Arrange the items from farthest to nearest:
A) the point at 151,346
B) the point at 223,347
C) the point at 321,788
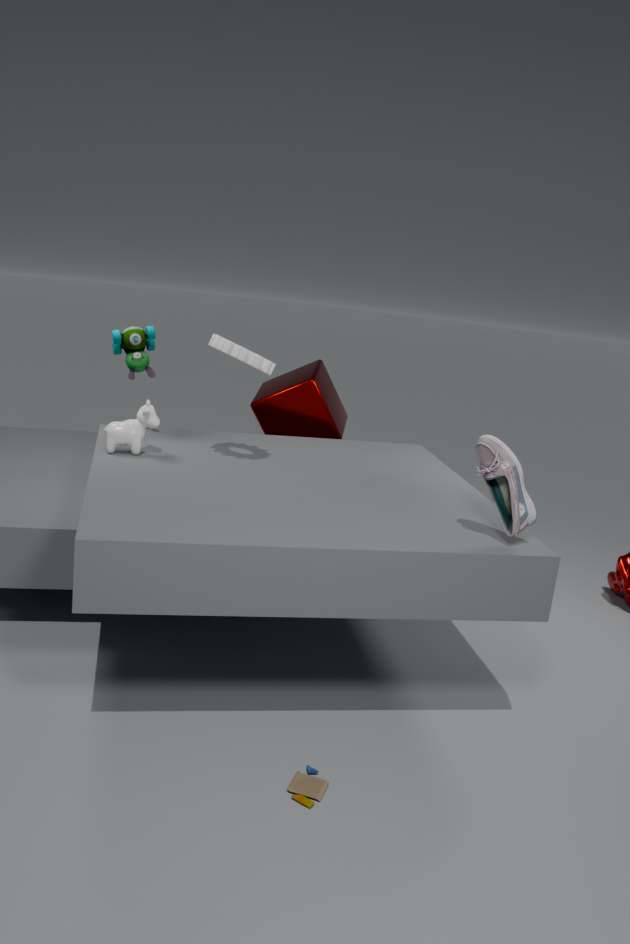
the point at 151,346 < the point at 223,347 < the point at 321,788
